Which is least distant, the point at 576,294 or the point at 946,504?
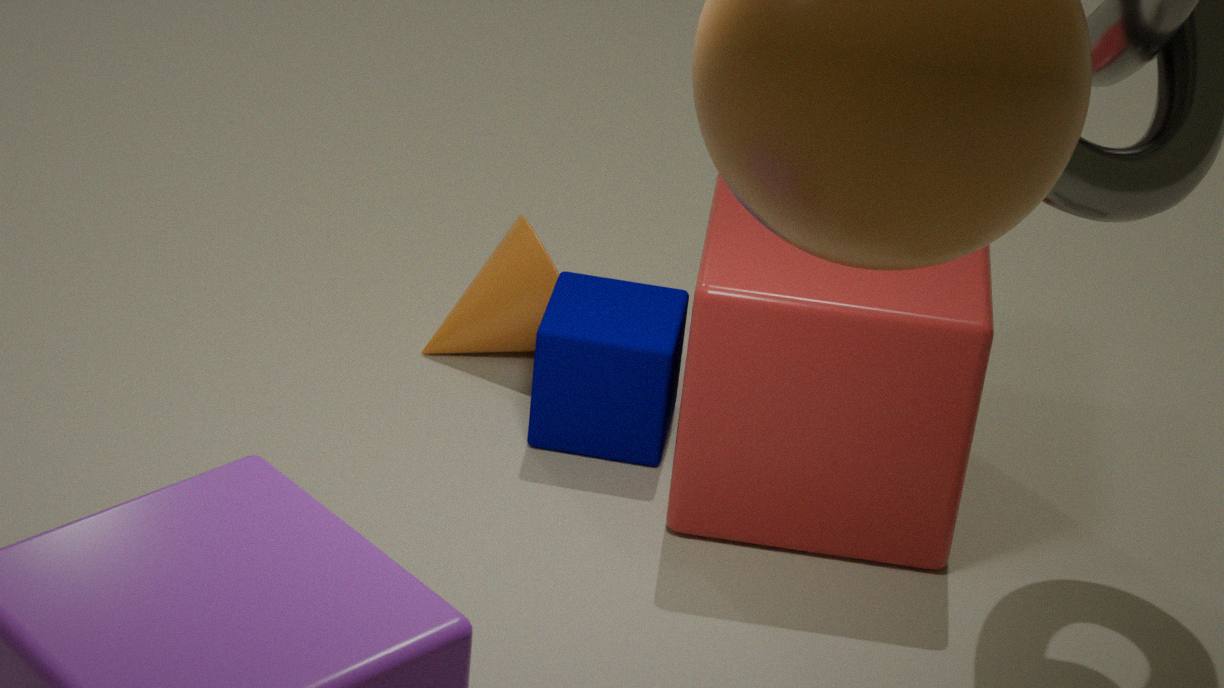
the point at 946,504
